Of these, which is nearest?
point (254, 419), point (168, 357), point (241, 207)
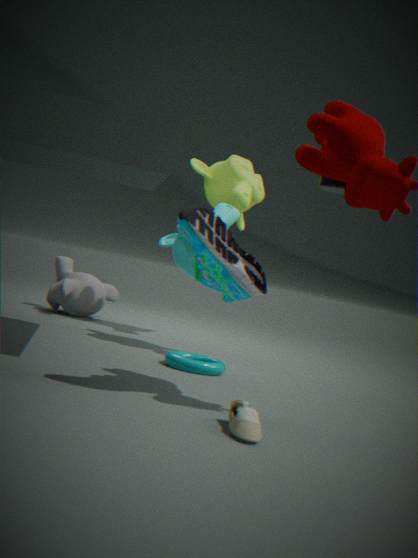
point (254, 419)
